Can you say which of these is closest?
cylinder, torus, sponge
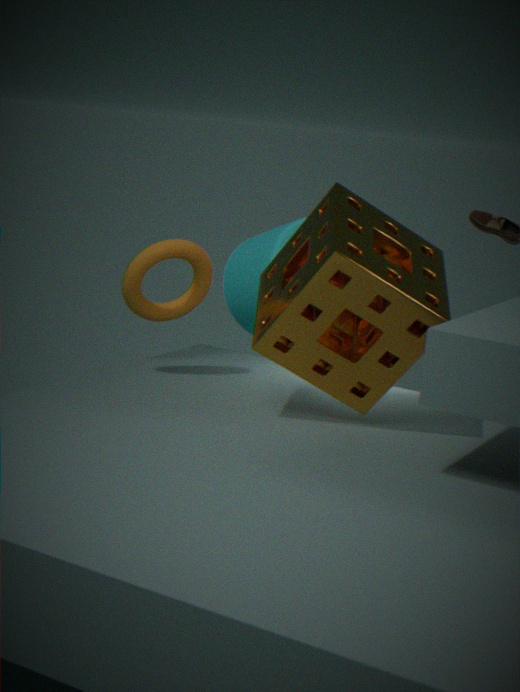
sponge
